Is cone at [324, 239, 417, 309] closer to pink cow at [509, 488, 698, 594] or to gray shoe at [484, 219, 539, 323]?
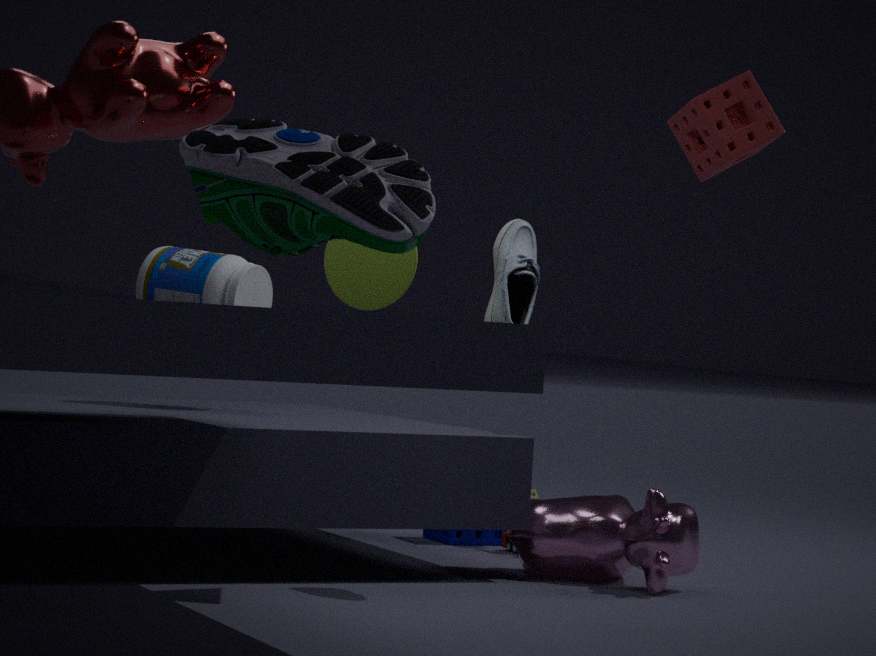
gray shoe at [484, 219, 539, 323]
